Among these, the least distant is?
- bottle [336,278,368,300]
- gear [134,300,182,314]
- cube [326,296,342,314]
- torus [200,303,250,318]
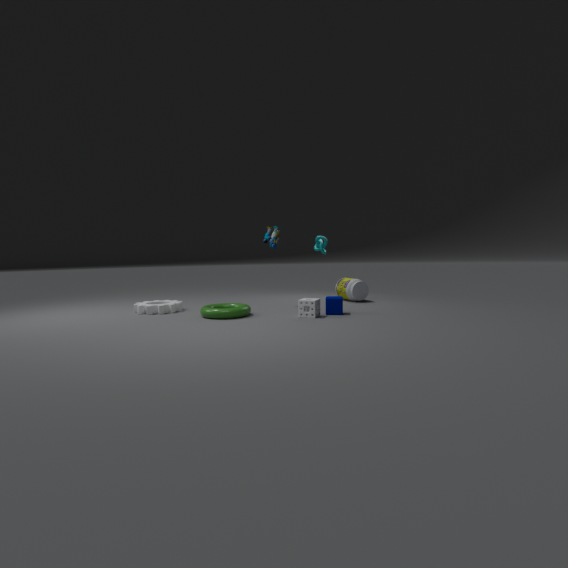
torus [200,303,250,318]
